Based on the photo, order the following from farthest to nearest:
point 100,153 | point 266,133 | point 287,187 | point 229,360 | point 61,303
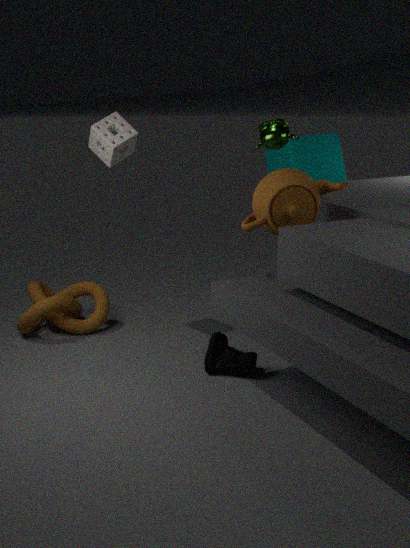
point 61,303, point 100,153, point 266,133, point 229,360, point 287,187
